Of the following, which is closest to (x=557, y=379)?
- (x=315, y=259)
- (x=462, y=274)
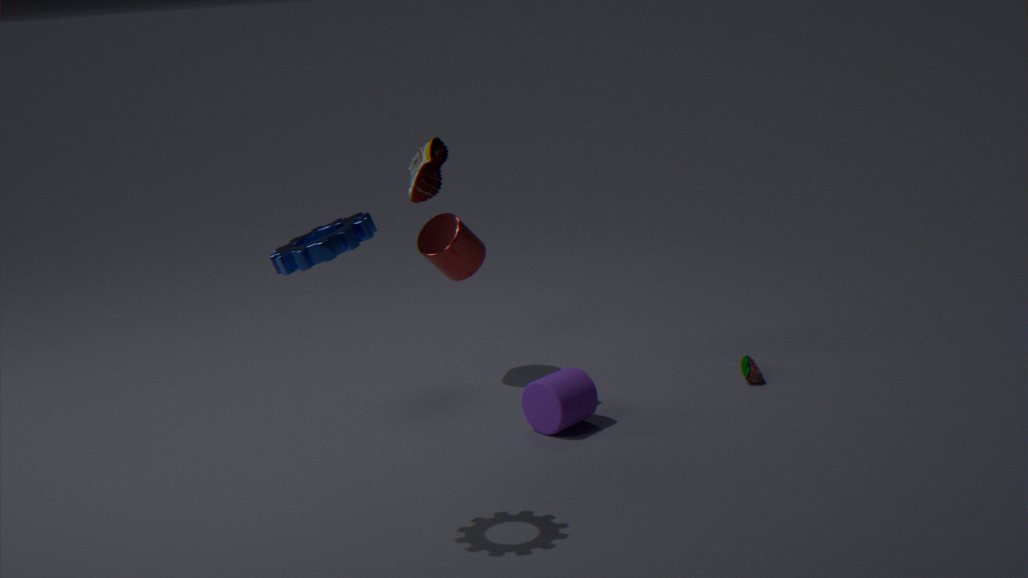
(x=462, y=274)
